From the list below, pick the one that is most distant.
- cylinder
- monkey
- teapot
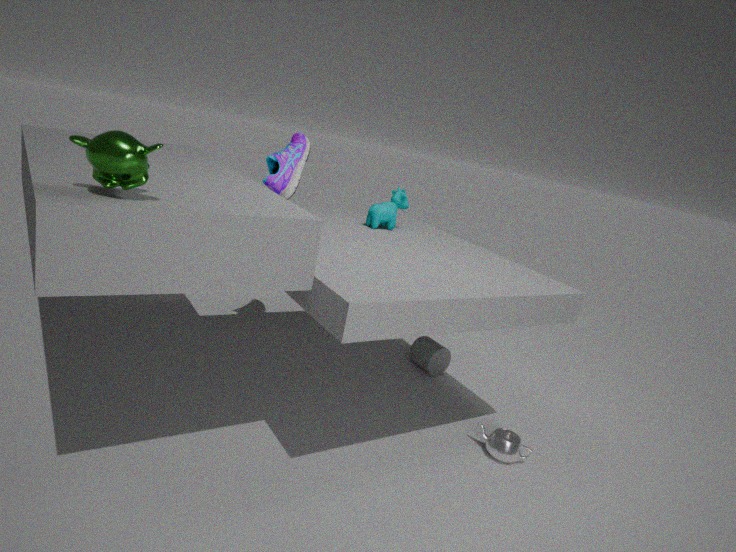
cylinder
